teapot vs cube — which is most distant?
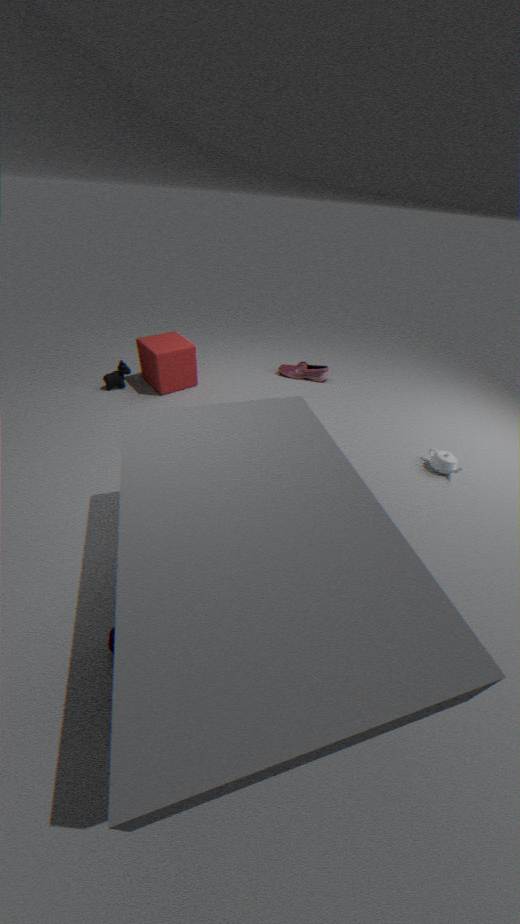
cube
